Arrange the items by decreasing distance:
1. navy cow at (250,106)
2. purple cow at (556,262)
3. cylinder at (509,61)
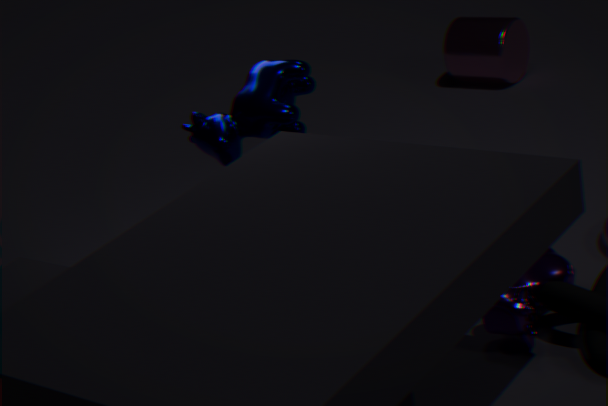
1. cylinder at (509,61)
2. navy cow at (250,106)
3. purple cow at (556,262)
